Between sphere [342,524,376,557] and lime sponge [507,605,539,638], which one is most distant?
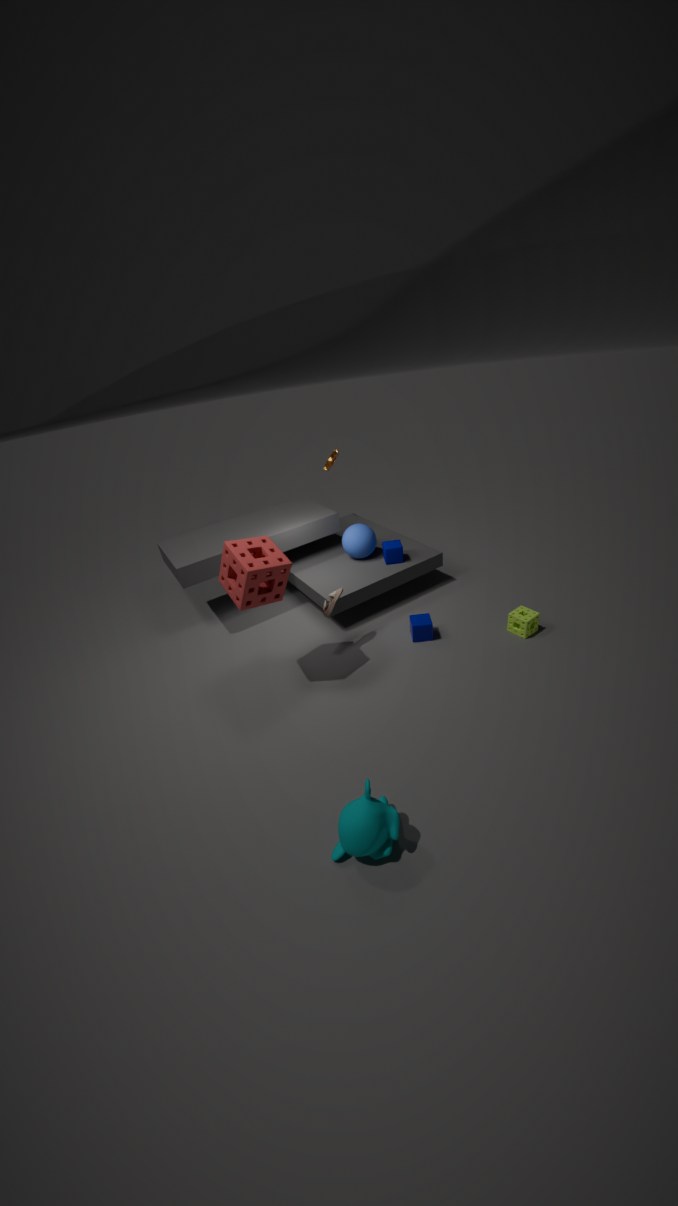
sphere [342,524,376,557]
